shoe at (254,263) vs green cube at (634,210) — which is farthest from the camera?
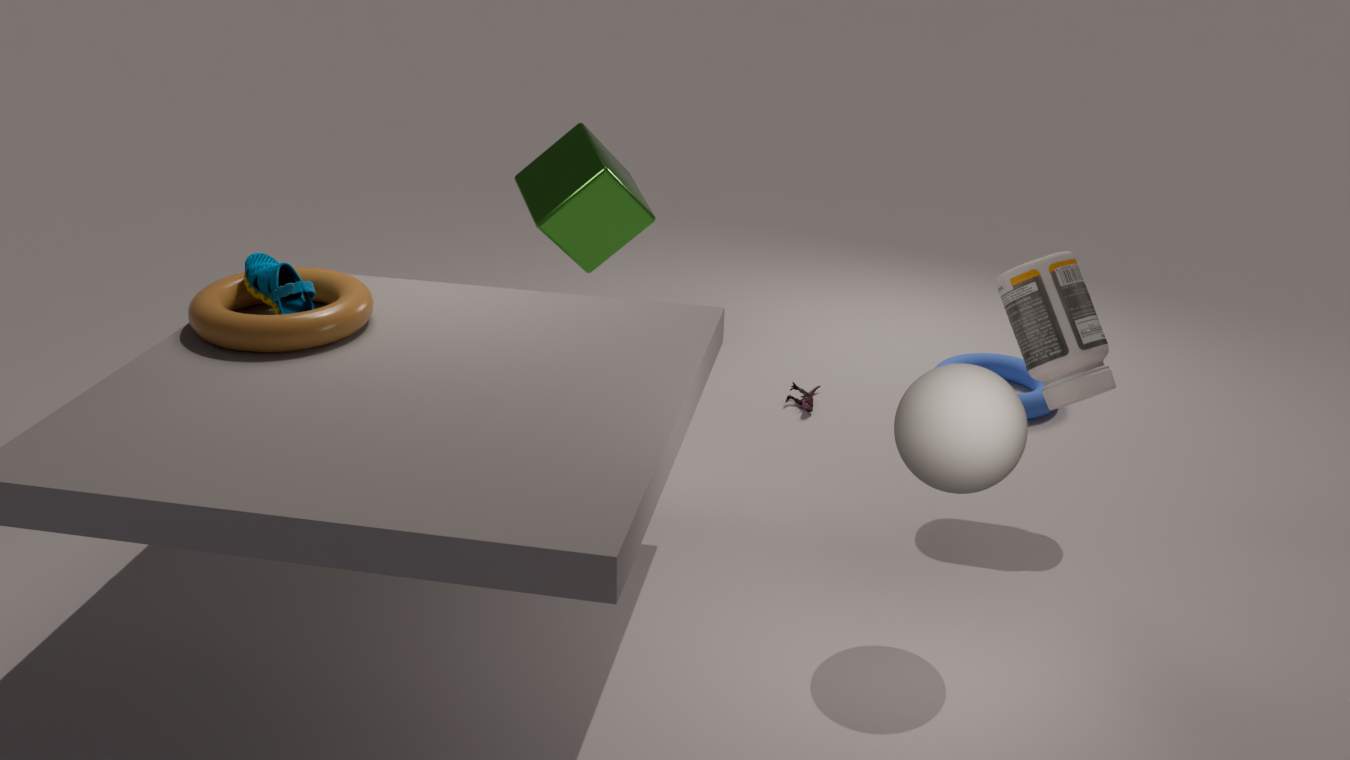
green cube at (634,210)
